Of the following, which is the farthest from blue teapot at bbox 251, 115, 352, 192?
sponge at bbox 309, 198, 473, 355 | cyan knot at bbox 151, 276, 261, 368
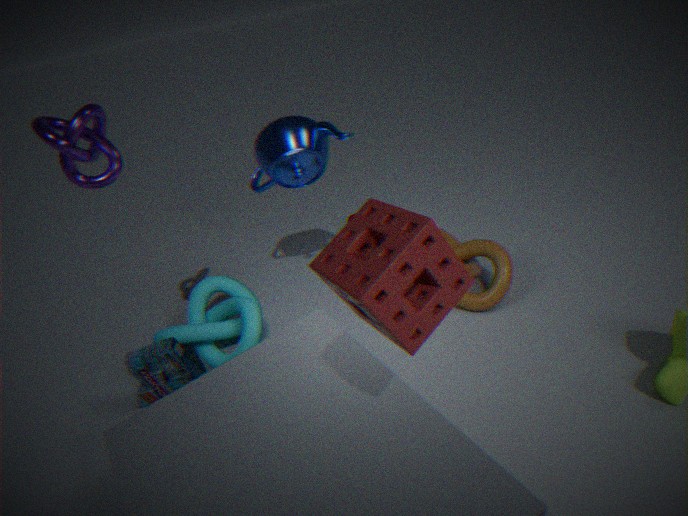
sponge at bbox 309, 198, 473, 355
